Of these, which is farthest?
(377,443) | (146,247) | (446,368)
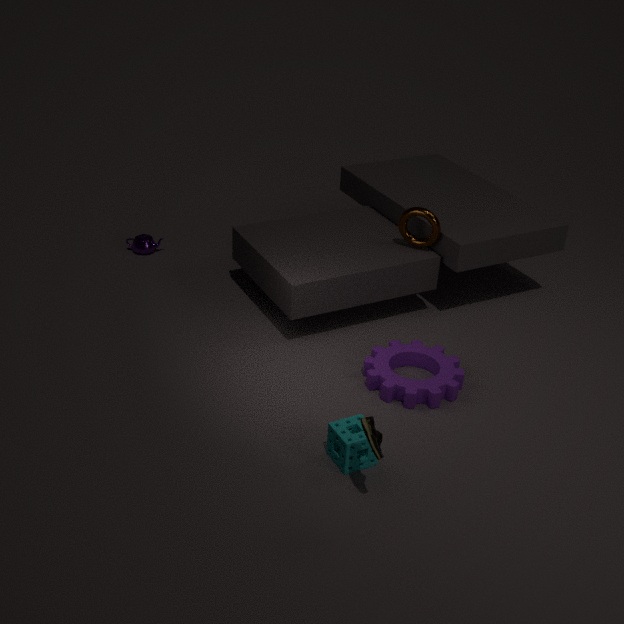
(146,247)
